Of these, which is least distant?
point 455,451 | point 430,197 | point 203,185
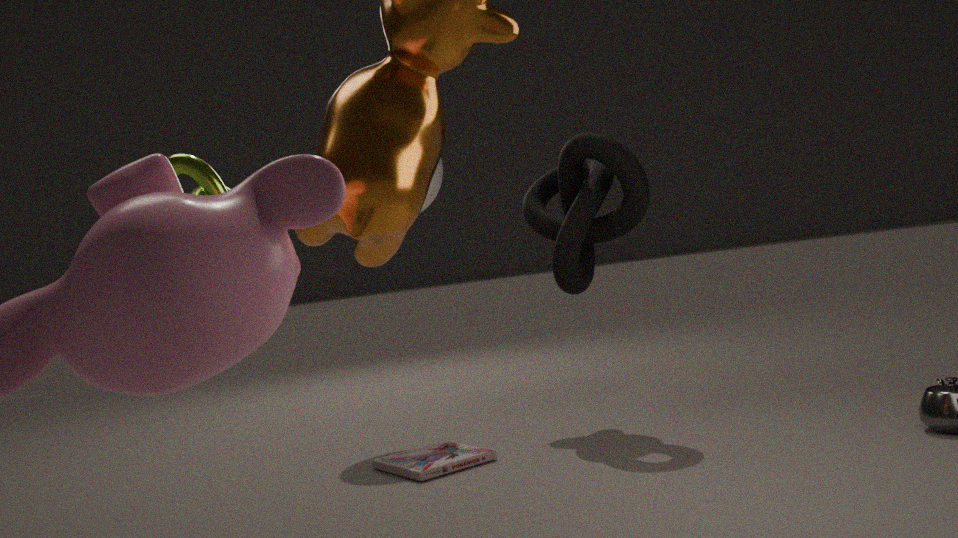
point 203,185
